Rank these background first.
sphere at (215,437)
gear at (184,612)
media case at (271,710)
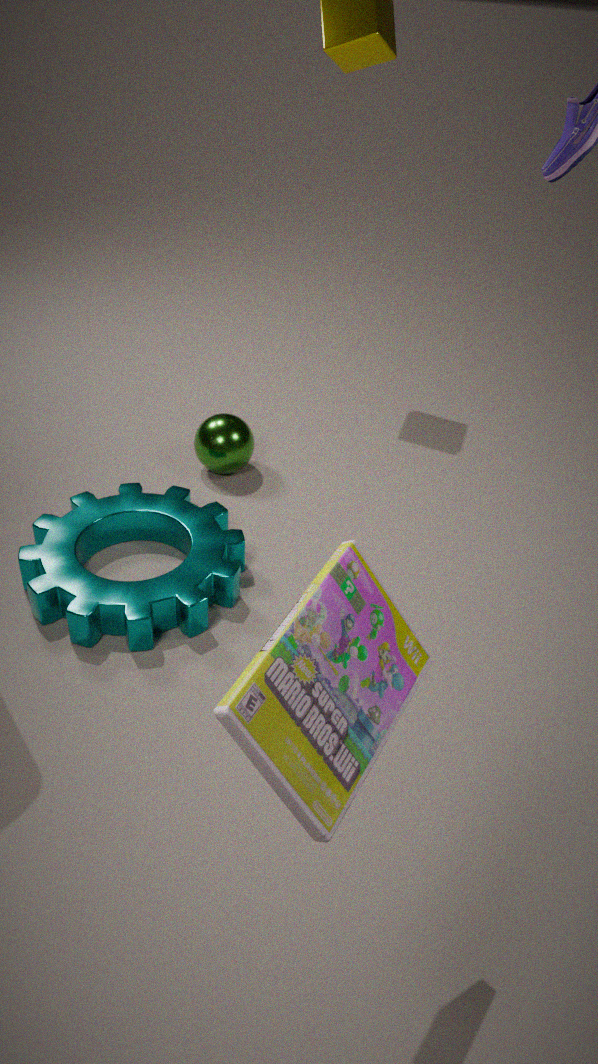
1. sphere at (215,437)
2. gear at (184,612)
3. media case at (271,710)
